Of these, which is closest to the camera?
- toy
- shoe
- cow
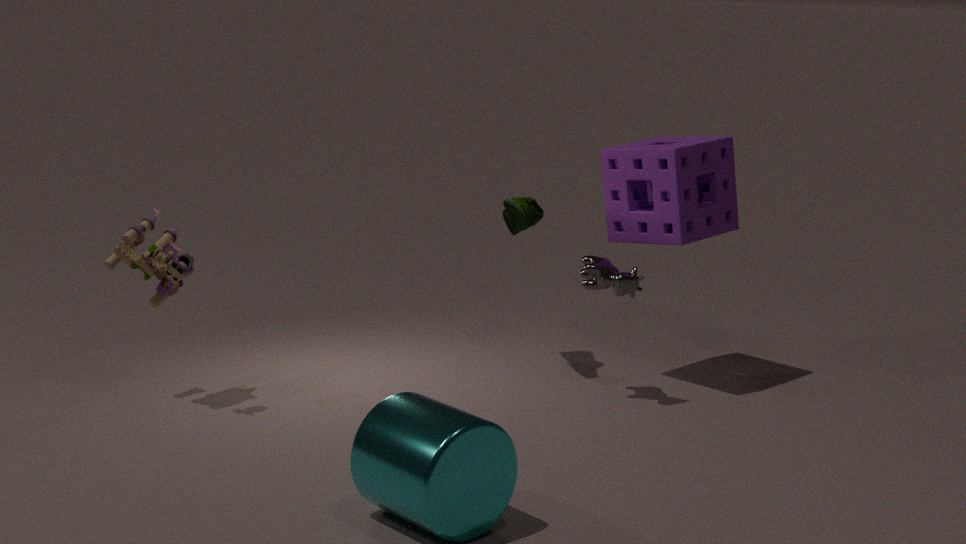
toy
